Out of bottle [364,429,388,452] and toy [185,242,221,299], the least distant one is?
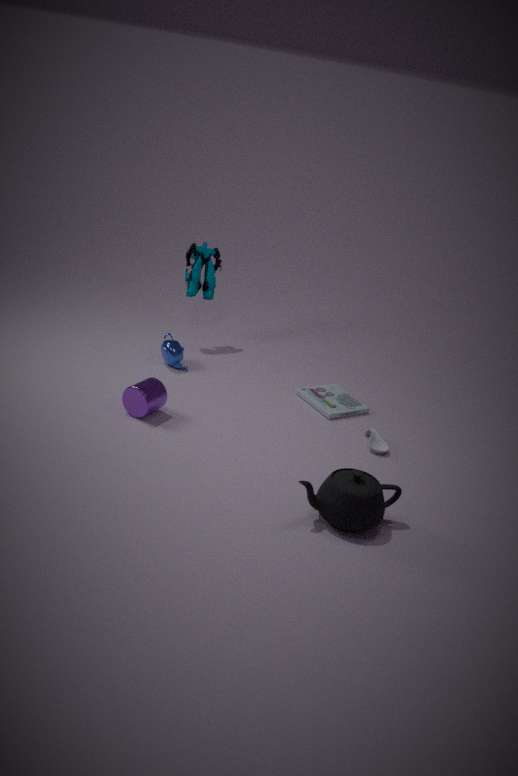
bottle [364,429,388,452]
